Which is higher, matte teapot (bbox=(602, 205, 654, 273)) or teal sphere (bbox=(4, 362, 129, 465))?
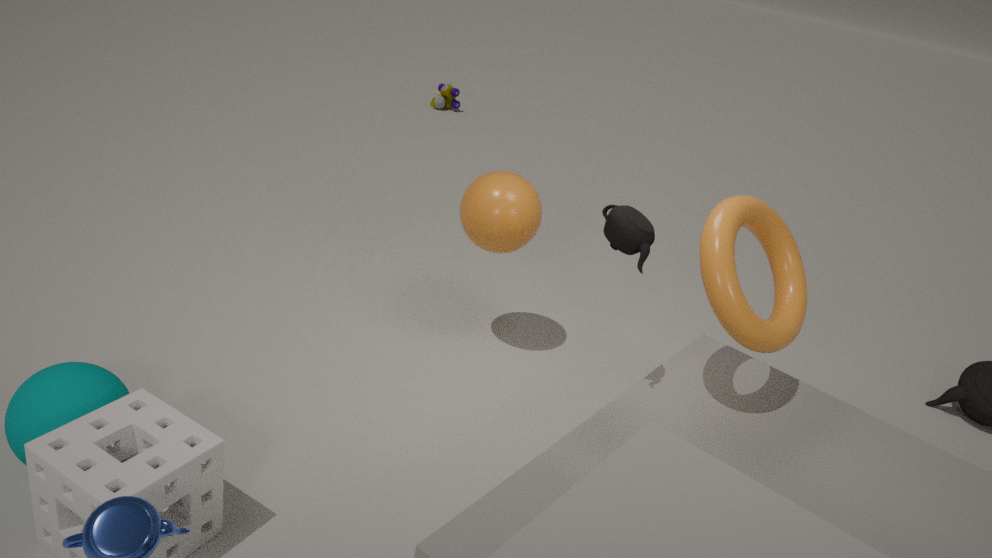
matte teapot (bbox=(602, 205, 654, 273))
